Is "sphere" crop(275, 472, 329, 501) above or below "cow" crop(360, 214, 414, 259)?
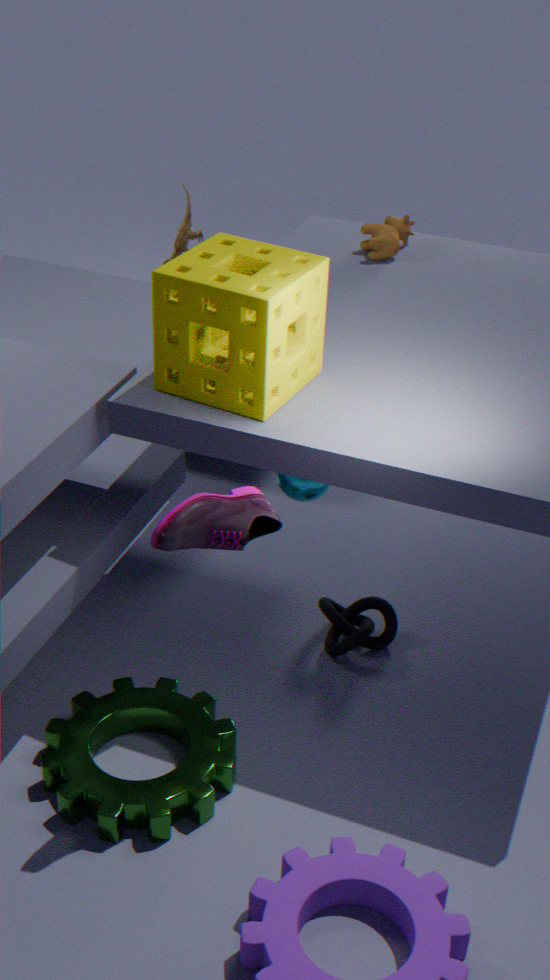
below
